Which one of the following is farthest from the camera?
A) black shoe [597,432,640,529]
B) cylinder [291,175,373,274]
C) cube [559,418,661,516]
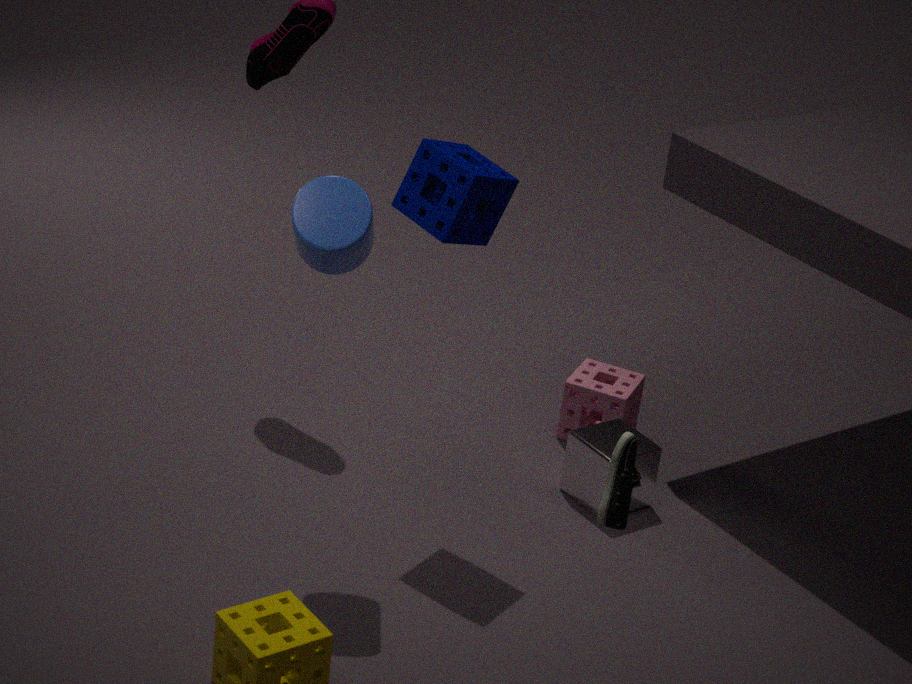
cube [559,418,661,516]
